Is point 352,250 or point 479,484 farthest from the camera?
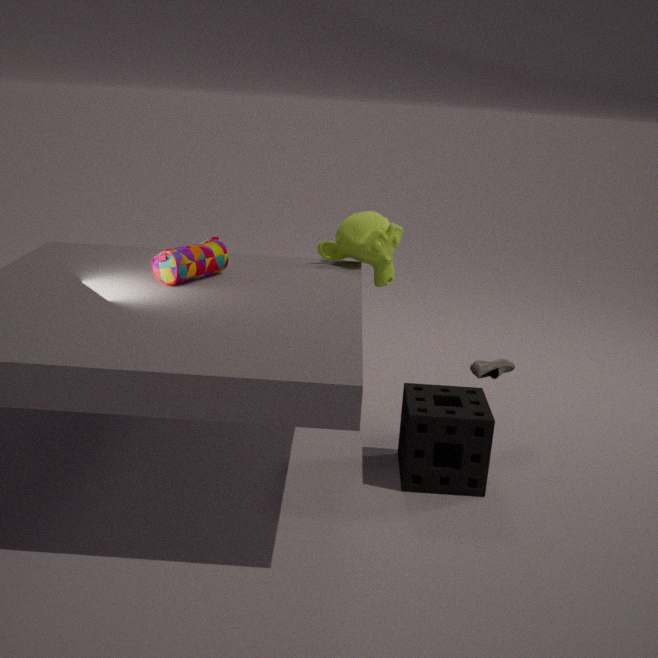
point 352,250
